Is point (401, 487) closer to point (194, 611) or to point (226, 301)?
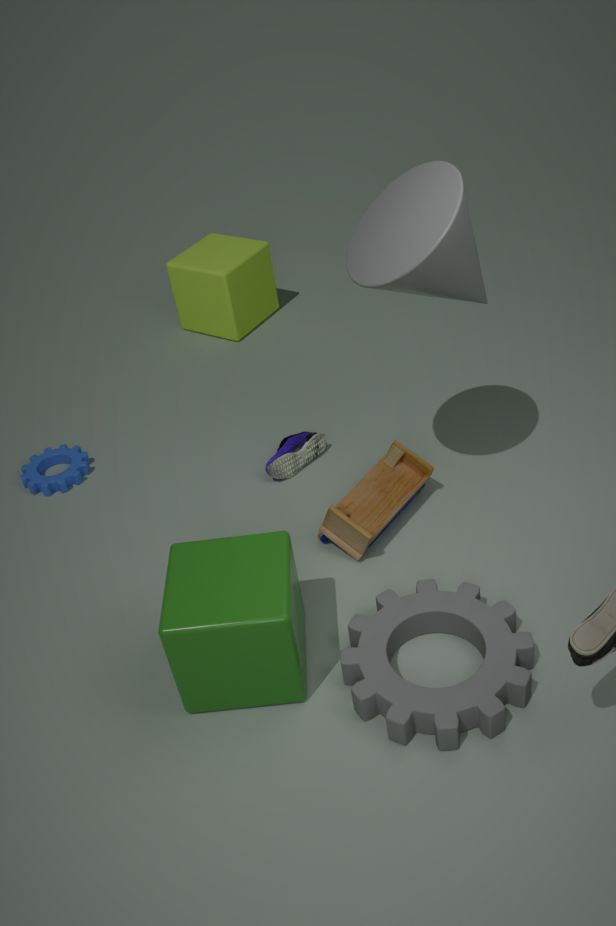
point (194, 611)
